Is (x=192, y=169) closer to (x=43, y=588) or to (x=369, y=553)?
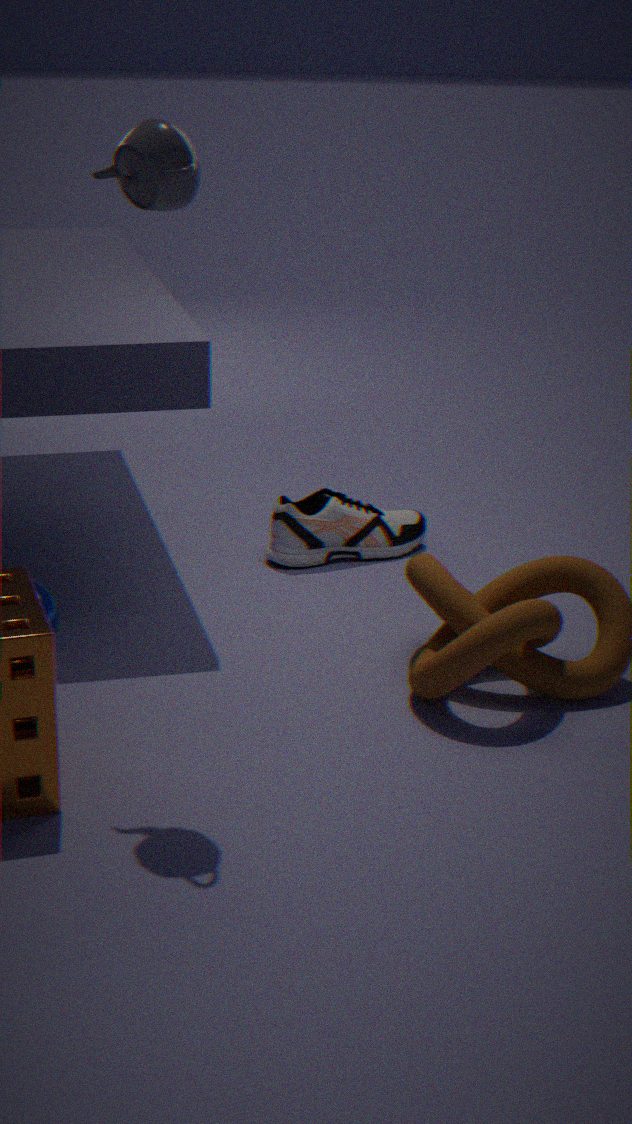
(x=43, y=588)
